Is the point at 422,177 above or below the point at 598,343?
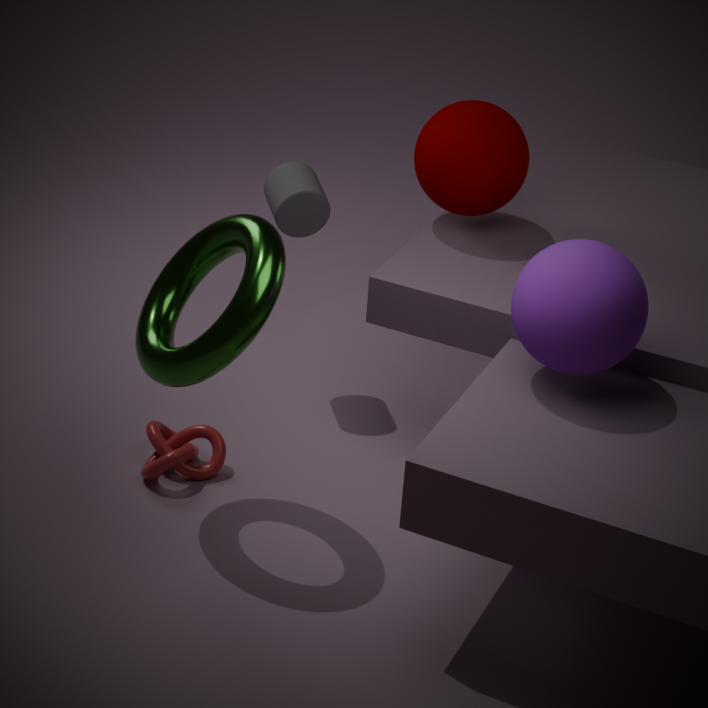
above
